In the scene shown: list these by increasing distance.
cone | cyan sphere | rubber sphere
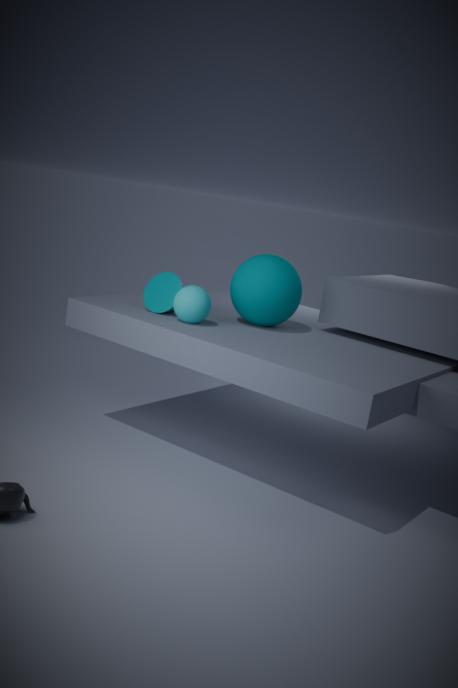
cyan sphere, rubber sphere, cone
